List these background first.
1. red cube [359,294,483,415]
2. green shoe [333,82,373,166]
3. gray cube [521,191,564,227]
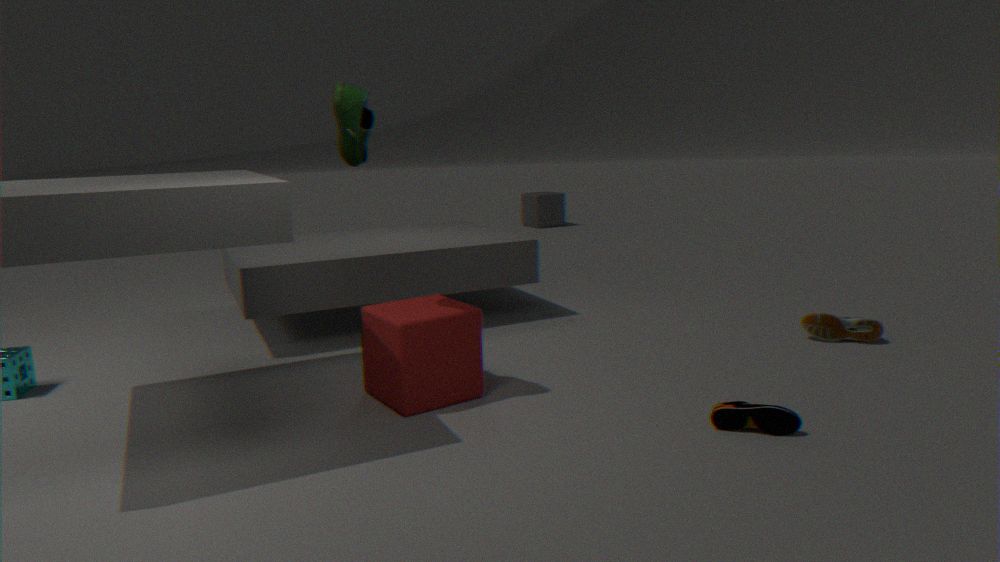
gray cube [521,191,564,227]
red cube [359,294,483,415]
green shoe [333,82,373,166]
